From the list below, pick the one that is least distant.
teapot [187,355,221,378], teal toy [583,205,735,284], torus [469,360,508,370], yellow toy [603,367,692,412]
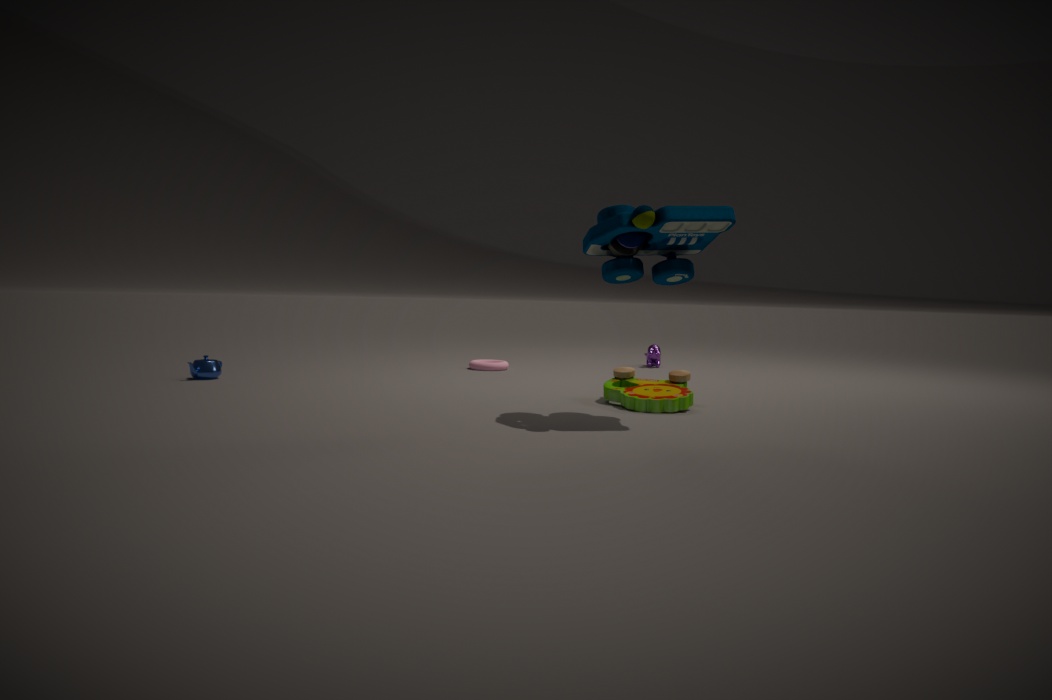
teal toy [583,205,735,284]
